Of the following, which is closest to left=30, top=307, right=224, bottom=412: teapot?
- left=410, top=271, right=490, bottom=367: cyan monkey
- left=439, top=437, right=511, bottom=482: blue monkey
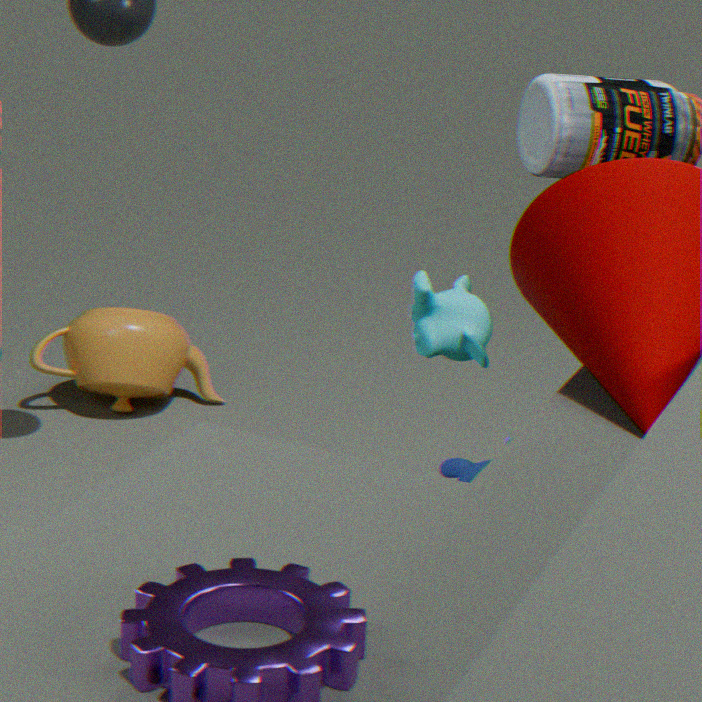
left=439, top=437, right=511, bottom=482: blue monkey
